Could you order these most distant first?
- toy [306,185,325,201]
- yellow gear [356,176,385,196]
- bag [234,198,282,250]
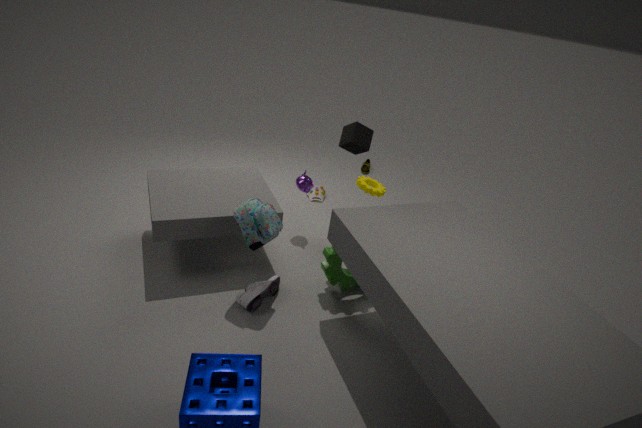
toy [306,185,325,201], yellow gear [356,176,385,196], bag [234,198,282,250]
